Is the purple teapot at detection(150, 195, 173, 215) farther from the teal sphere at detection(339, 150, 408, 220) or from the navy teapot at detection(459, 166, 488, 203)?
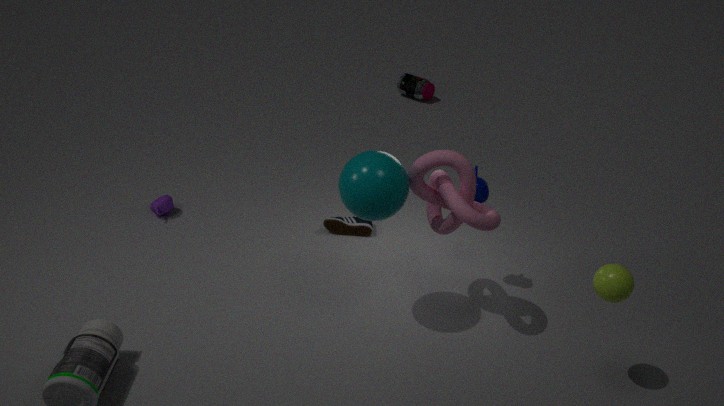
the navy teapot at detection(459, 166, 488, 203)
